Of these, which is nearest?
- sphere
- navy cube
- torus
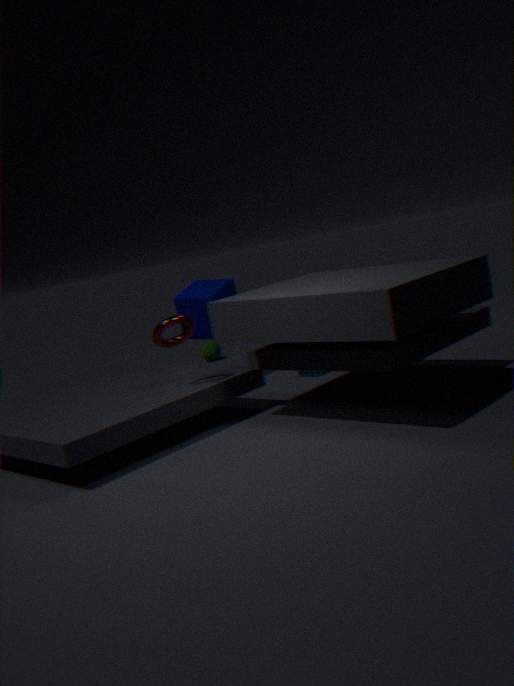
torus
